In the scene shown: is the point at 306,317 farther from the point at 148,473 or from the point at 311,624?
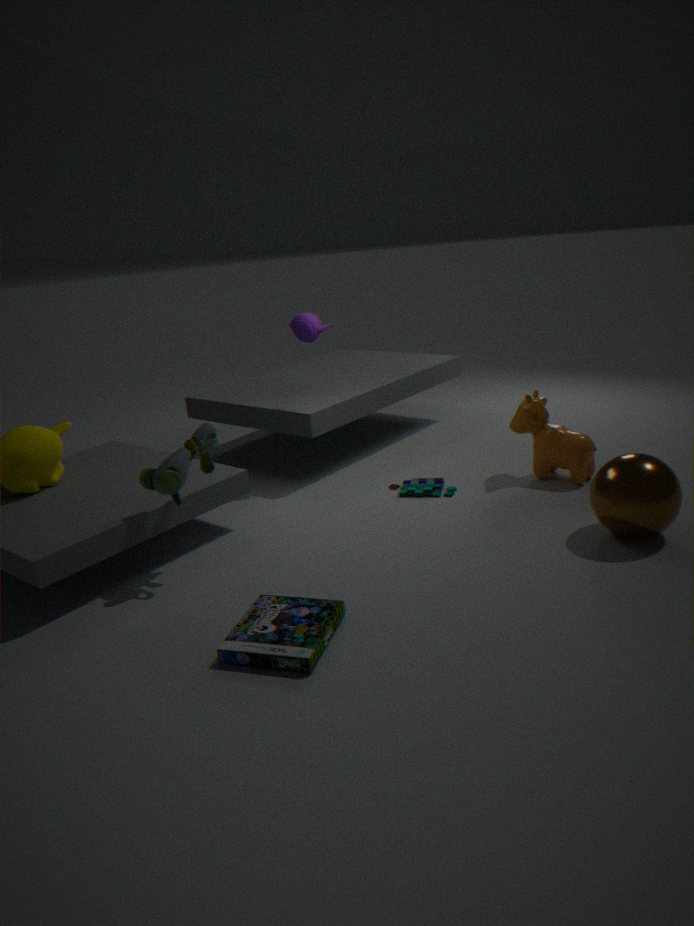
the point at 311,624
